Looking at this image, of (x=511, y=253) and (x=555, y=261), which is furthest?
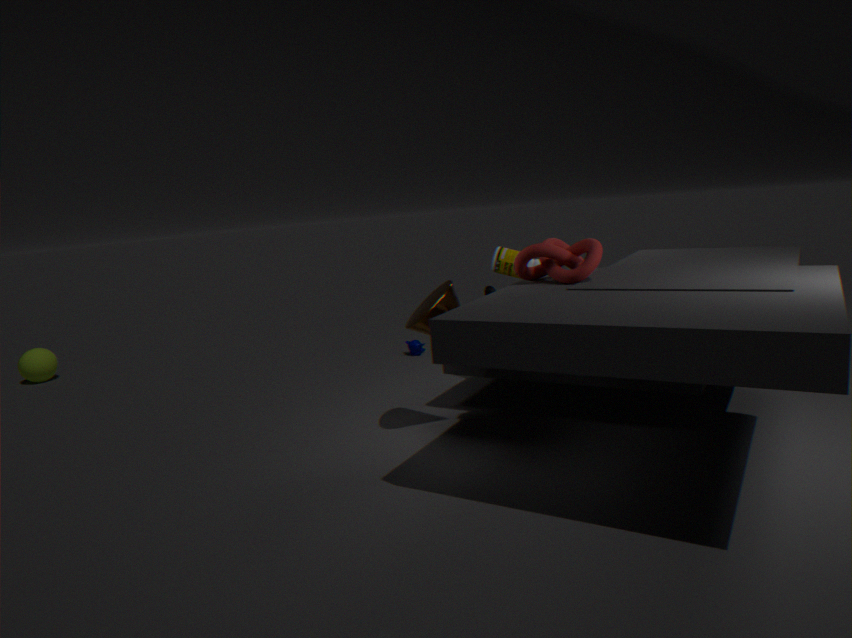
(x=511, y=253)
